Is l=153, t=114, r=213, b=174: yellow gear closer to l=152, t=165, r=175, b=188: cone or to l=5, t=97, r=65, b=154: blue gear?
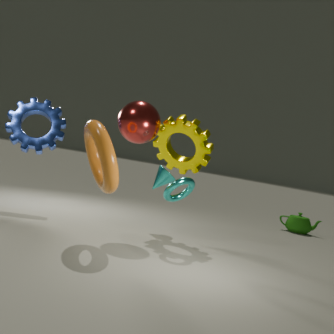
l=152, t=165, r=175, b=188: cone
